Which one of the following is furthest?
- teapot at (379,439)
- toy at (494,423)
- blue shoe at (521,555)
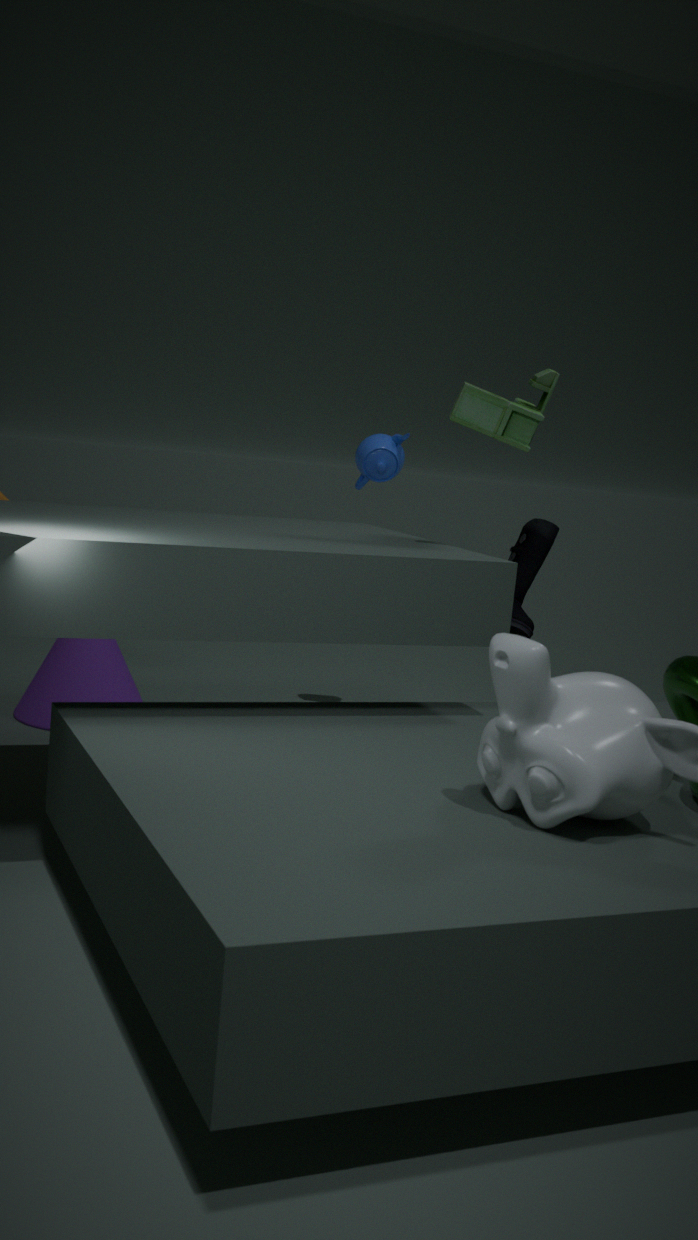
teapot at (379,439)
